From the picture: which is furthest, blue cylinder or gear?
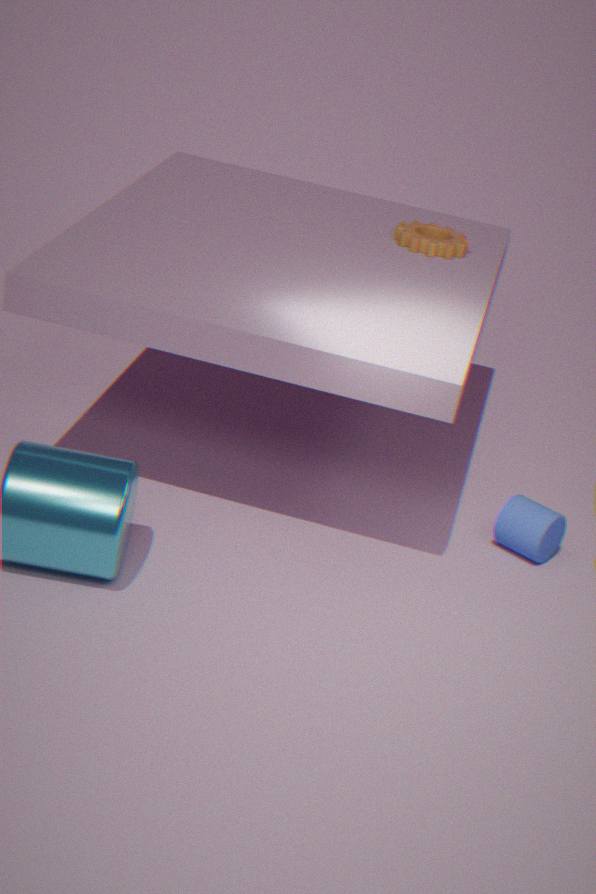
gear
